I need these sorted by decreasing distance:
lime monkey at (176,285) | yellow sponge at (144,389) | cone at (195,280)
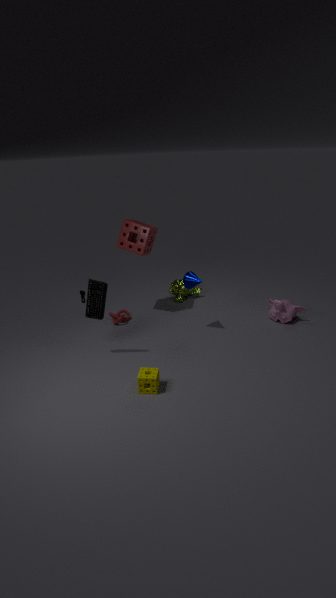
lime monkey at (176,285) < cone at (195,280) < yellow sponge at (144,389)
